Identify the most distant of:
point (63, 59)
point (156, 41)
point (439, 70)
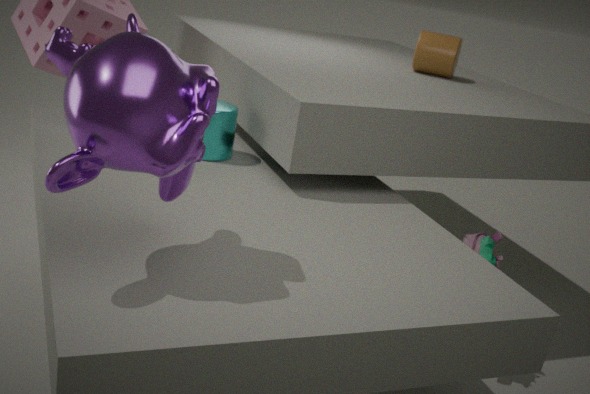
point (439, 70)
